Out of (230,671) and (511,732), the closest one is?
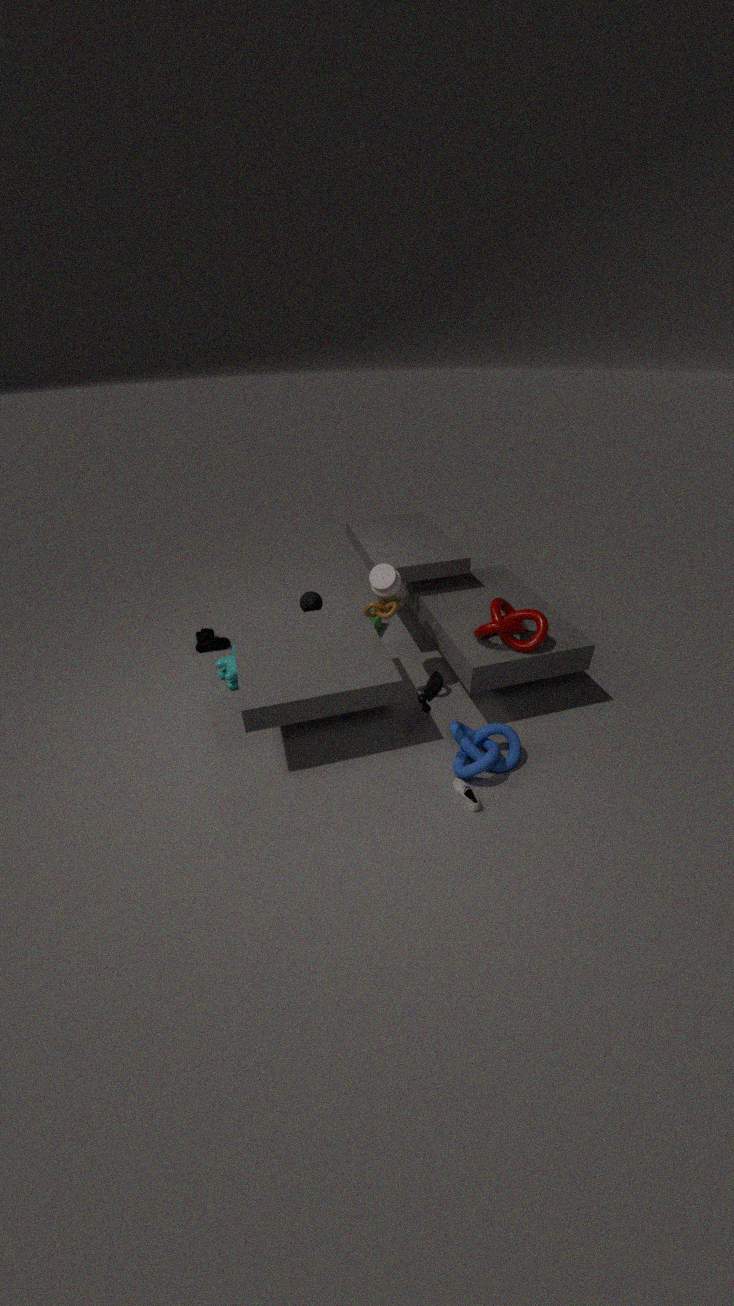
(511,732)
